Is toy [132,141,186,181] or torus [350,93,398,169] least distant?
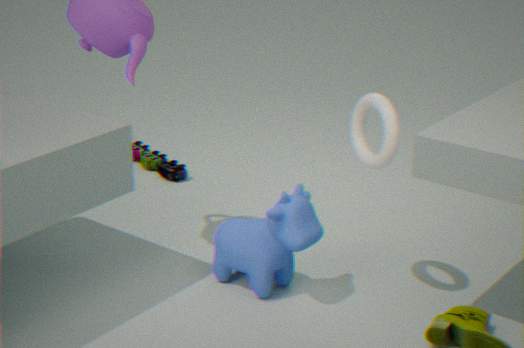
torus [350,93,398,169]
